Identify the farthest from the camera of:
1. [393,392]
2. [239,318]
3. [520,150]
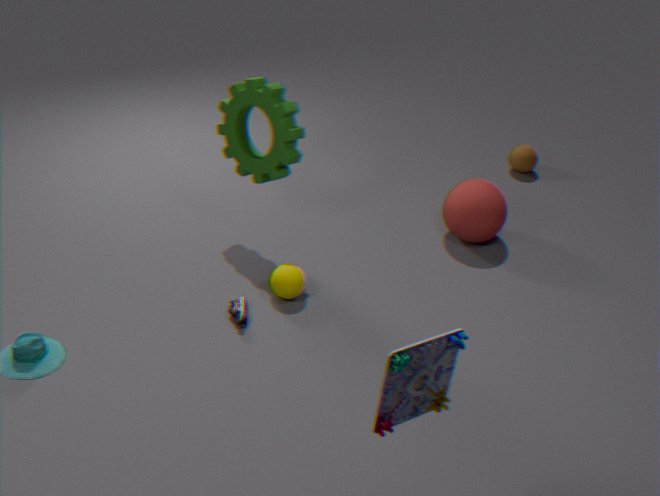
[520,150]
